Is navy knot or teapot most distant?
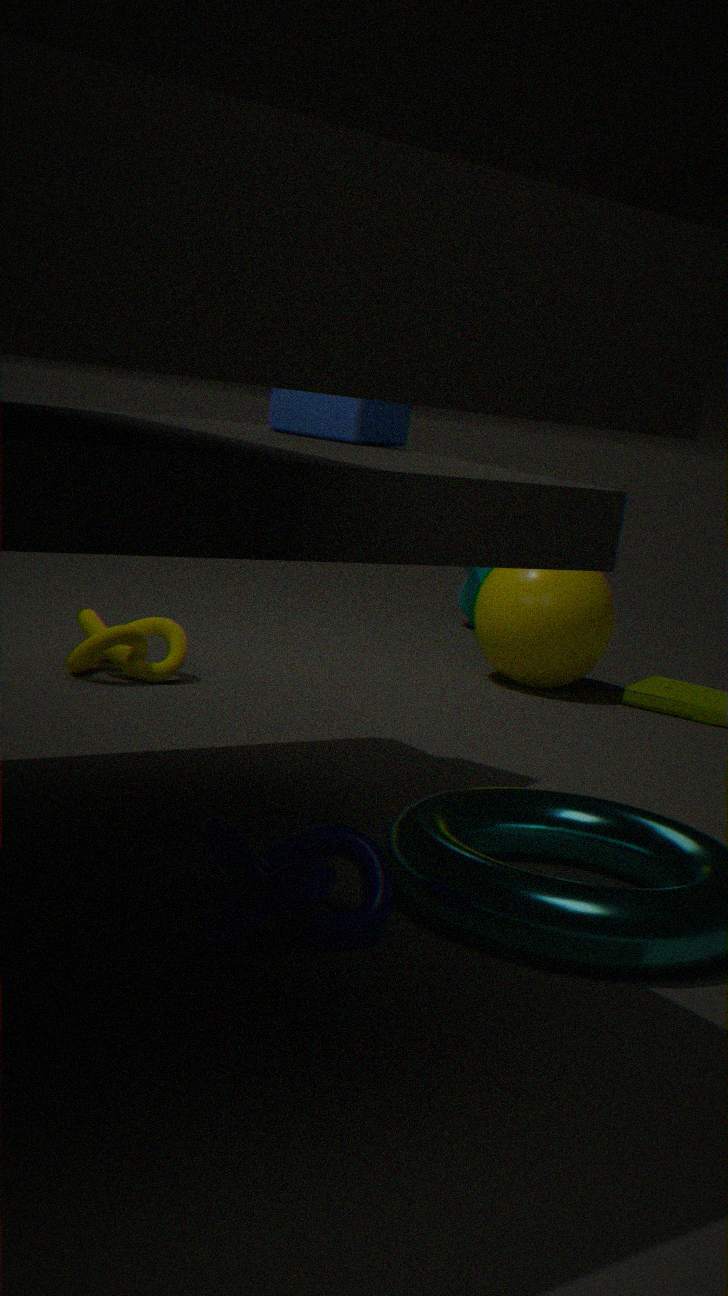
teapot
